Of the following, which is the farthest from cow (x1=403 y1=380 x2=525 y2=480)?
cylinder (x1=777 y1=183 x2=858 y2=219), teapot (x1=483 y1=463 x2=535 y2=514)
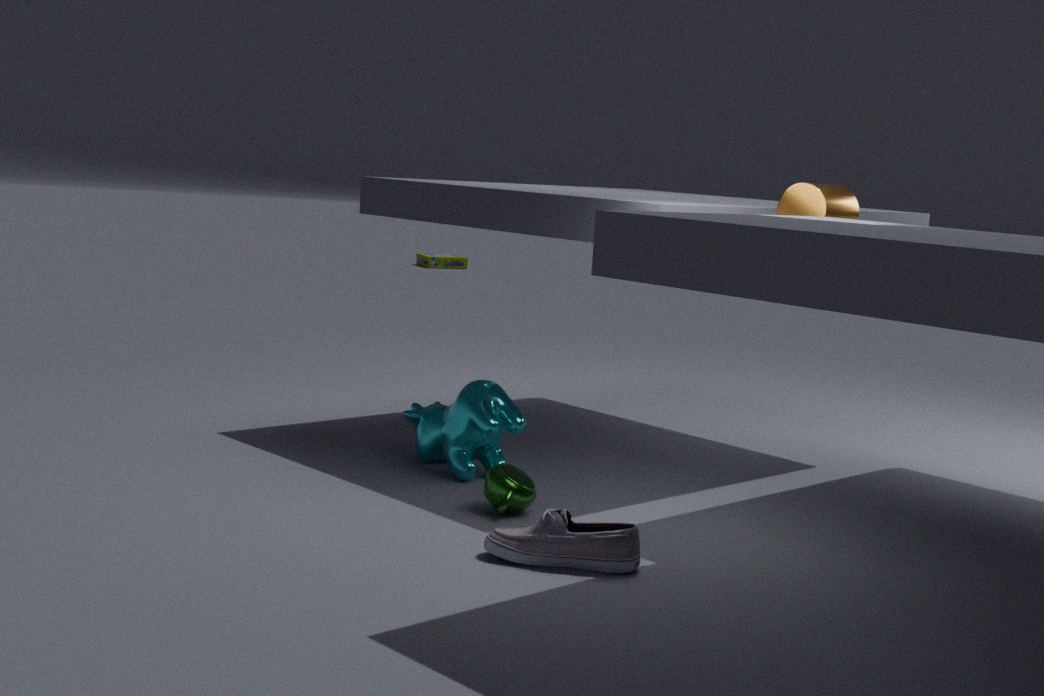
cylinder (x1=777 y1=183 x2=858 y2=219)
